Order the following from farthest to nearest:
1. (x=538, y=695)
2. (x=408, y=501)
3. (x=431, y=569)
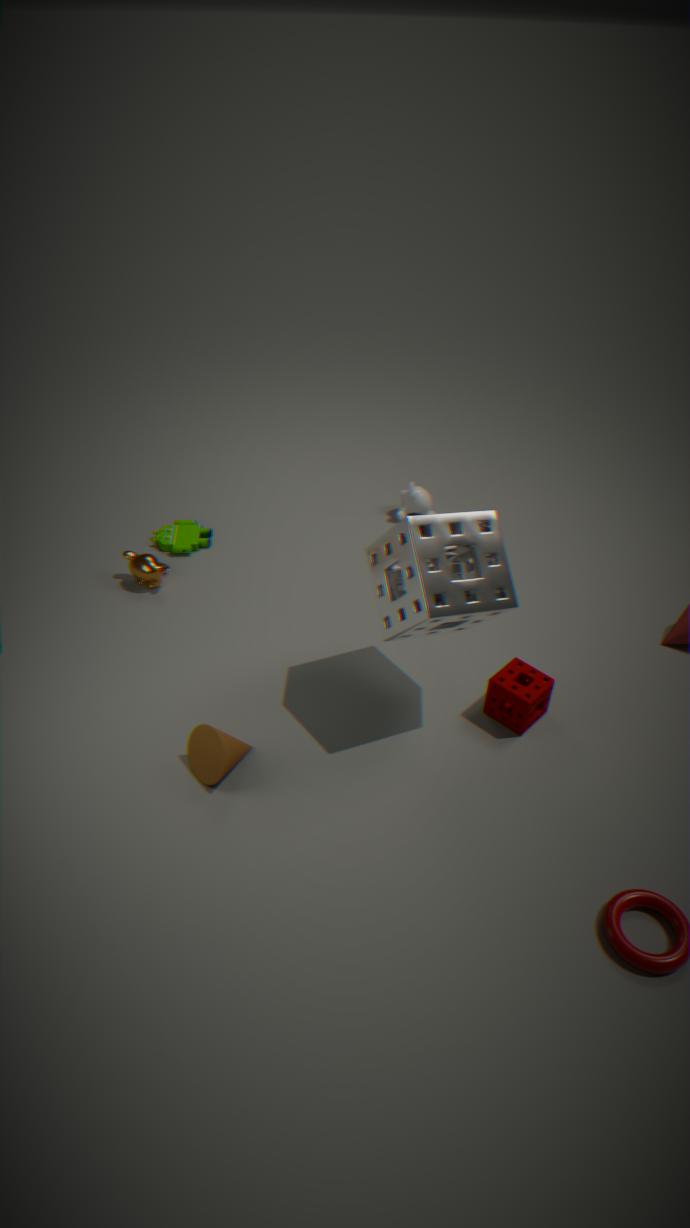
(x=408, y=501) → (x=538, y=695) → (x=431, y=569)
